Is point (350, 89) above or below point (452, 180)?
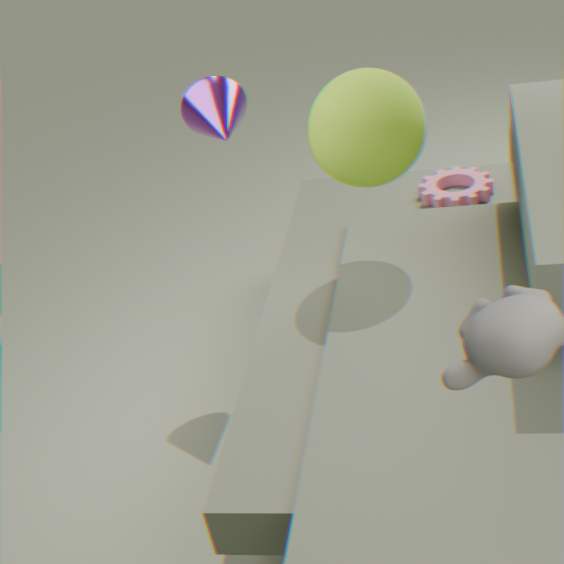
above
